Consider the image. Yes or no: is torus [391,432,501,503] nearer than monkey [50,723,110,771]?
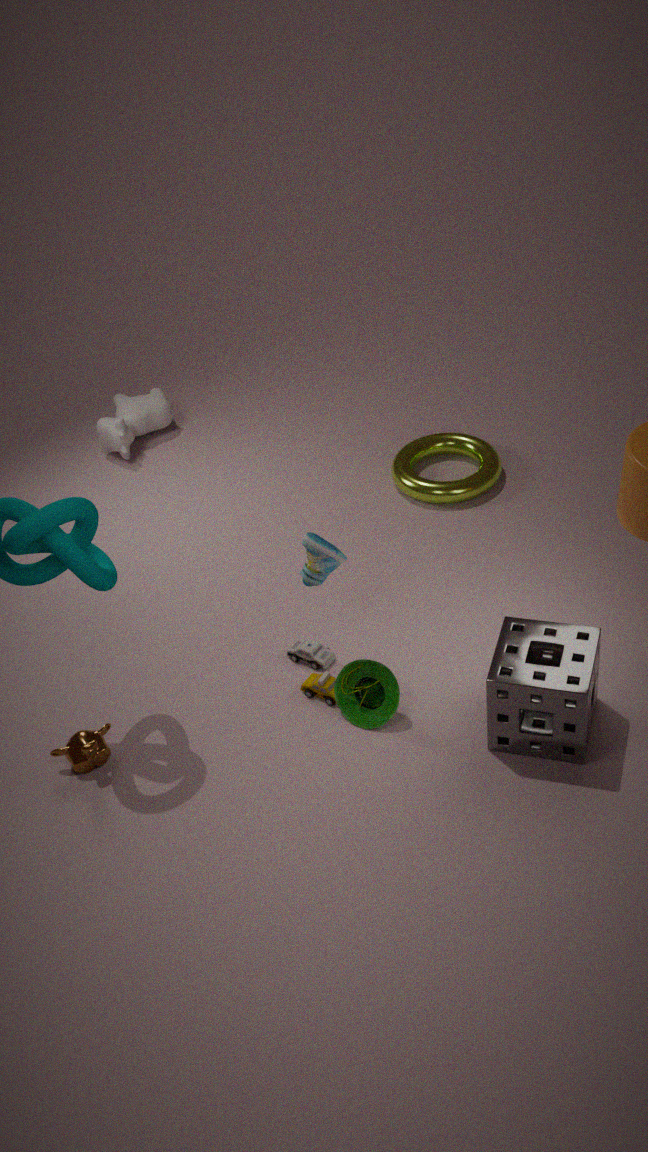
No
